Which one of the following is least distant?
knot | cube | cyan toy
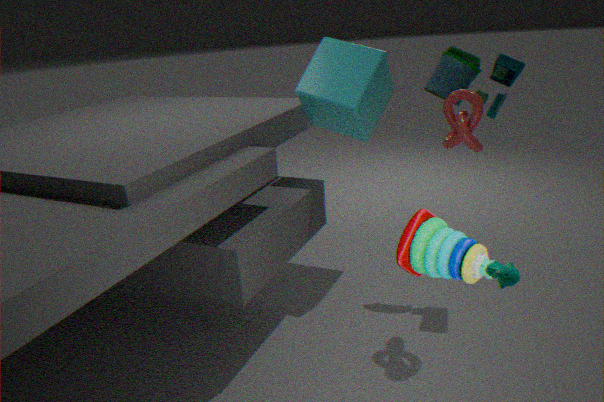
cyan toy
